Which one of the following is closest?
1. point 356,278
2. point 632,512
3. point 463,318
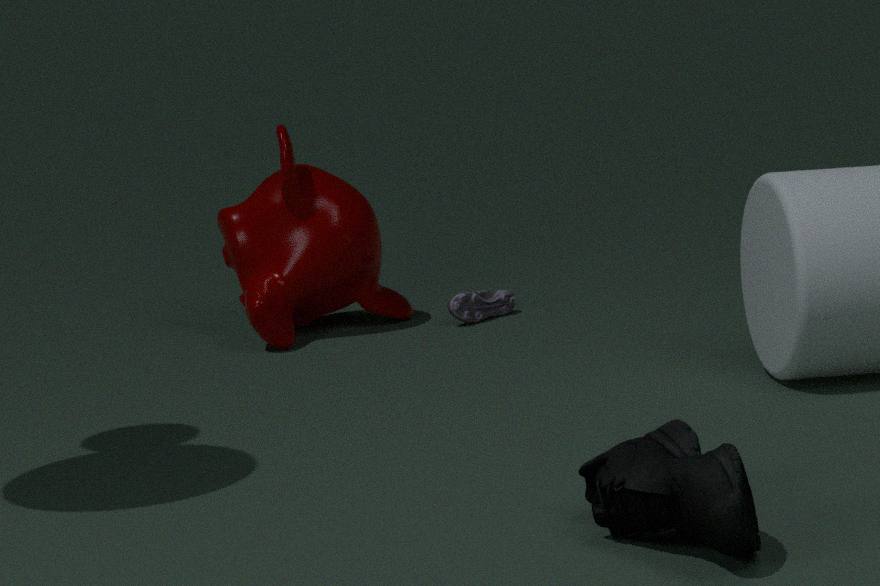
point 632,512
